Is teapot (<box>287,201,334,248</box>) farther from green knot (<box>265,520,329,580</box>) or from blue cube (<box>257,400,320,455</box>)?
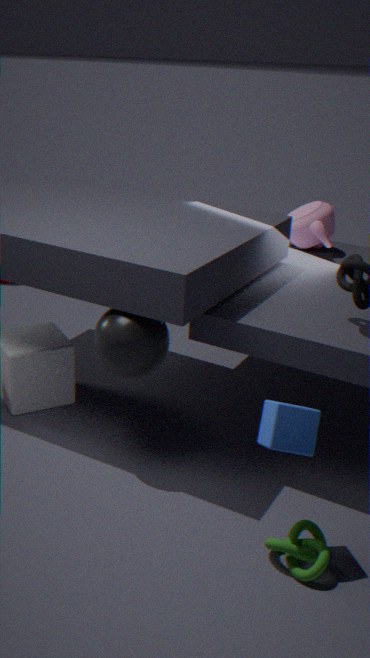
green knot (<box>265,520,329,580</box>)
